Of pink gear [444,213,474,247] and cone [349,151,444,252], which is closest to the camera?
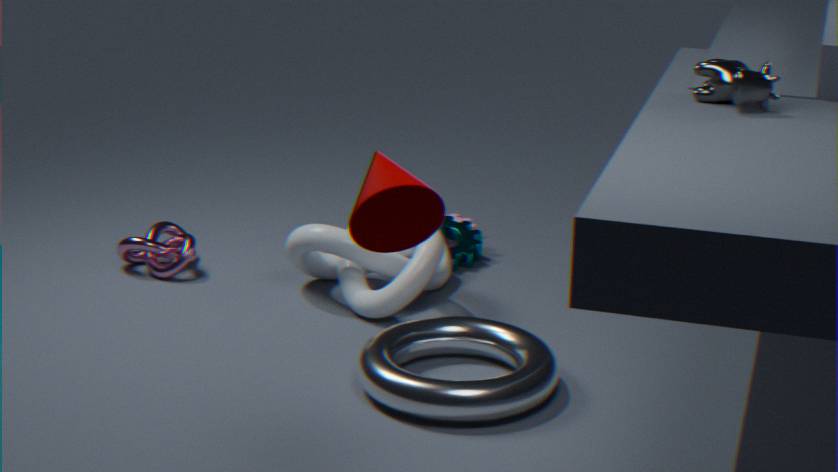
cone [349,151,444,252]
